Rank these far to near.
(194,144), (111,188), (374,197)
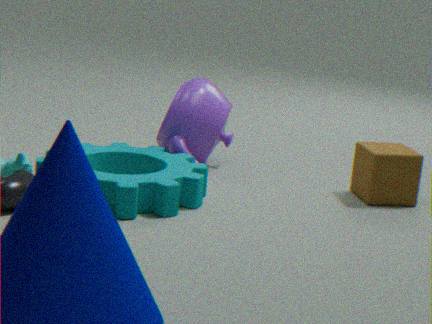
(194,144) → (374,197) → (111,188)
